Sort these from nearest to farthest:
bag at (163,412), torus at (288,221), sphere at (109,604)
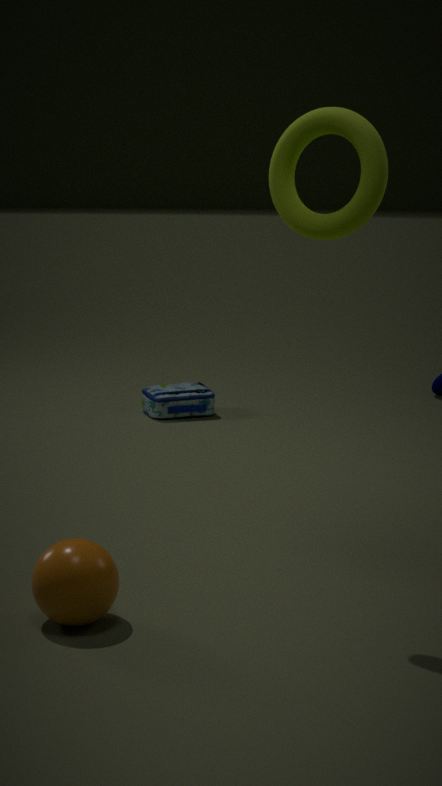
torus at (288,221), sphere at (109,604), bag at (163,412)
